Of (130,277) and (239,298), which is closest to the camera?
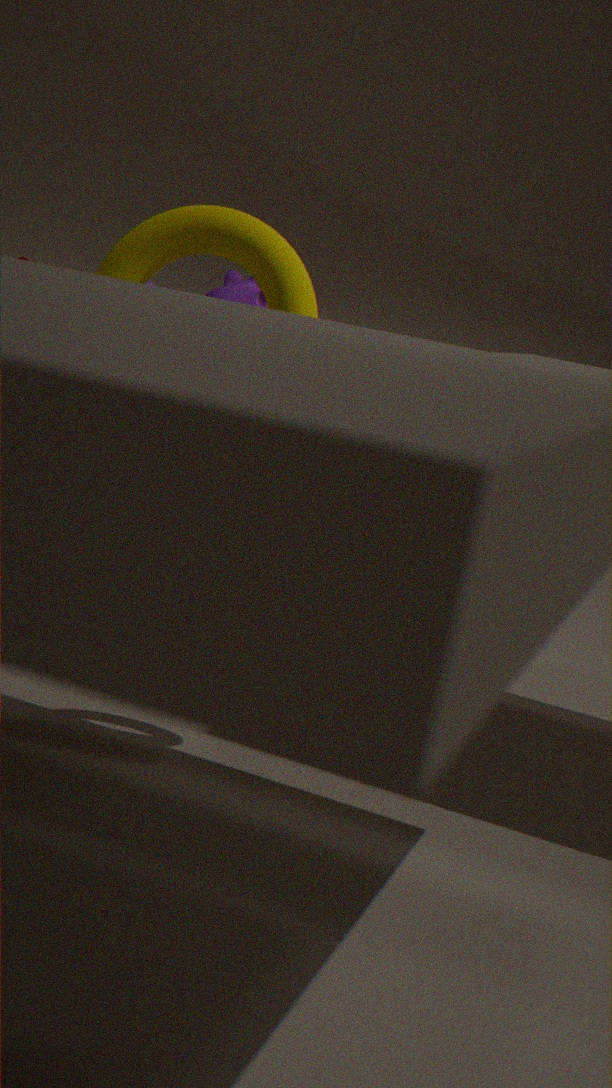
(130,277)
